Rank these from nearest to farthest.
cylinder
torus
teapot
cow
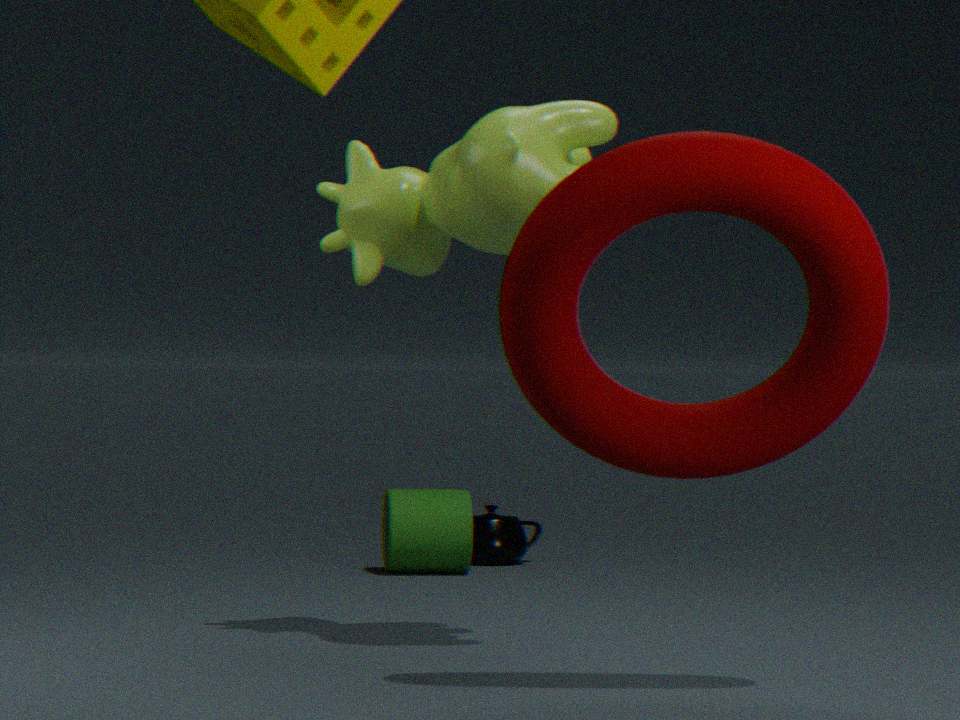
torus, cow, cylinder, teapot
